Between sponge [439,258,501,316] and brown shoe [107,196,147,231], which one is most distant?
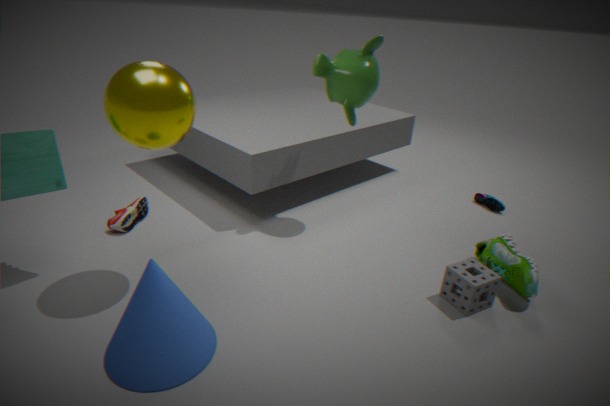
brown shoe [107,196,147,231]
